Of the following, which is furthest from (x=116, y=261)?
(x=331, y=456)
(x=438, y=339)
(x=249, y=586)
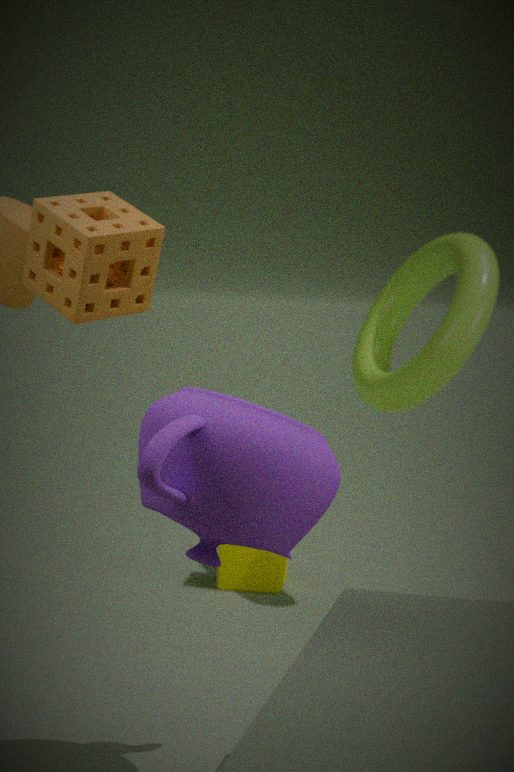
(x=249, y=586)
